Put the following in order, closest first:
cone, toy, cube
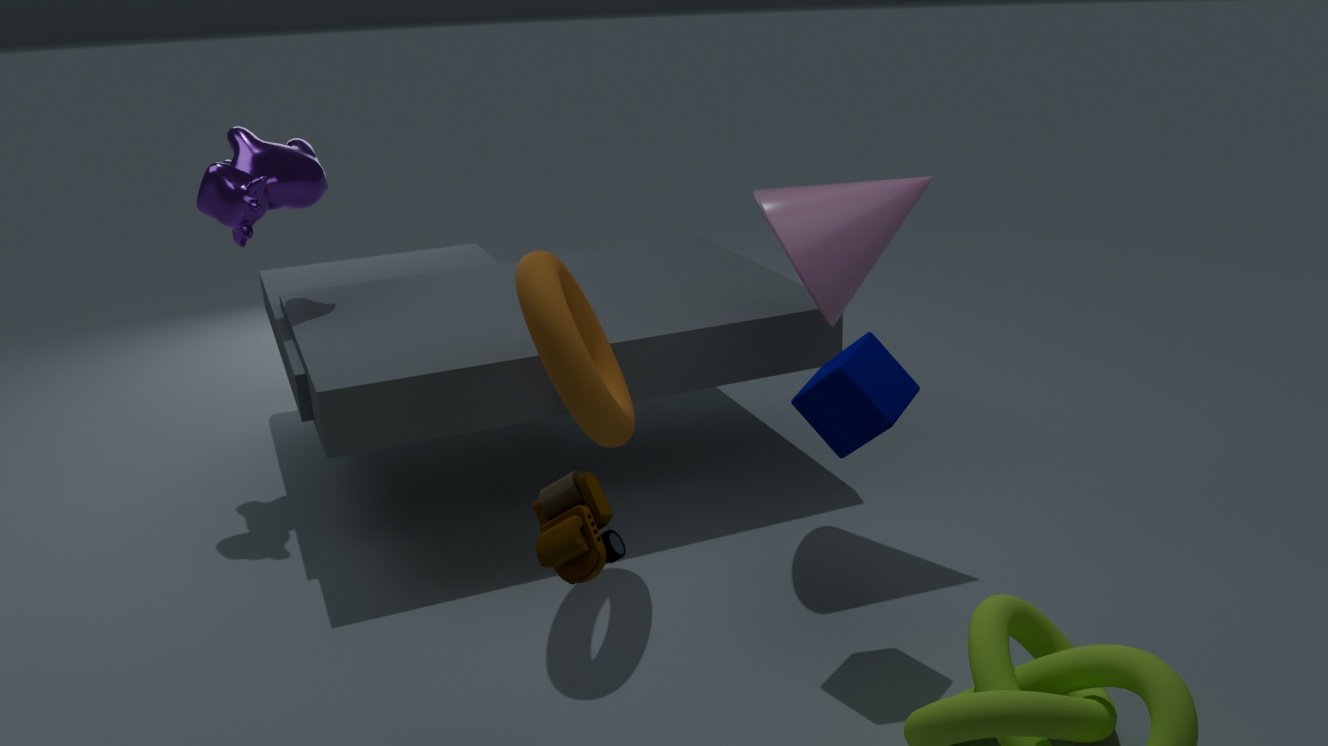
toy < cube < cone
